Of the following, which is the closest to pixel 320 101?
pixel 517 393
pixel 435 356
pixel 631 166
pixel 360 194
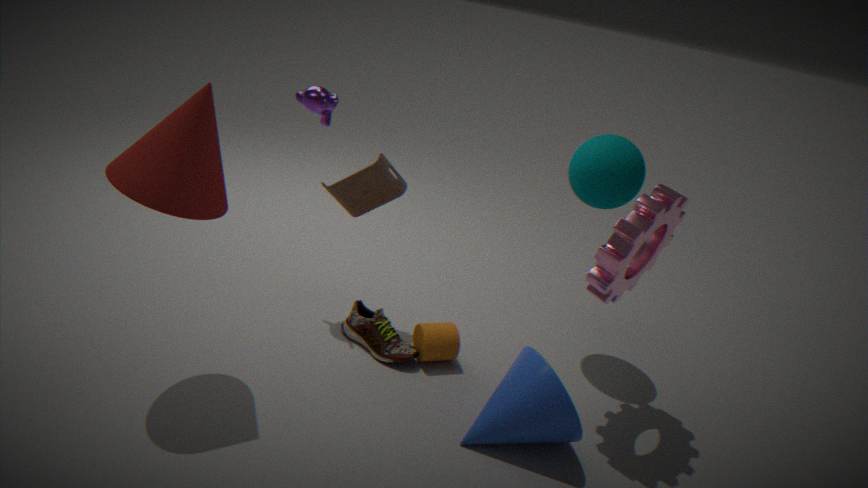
pixel 360 194
